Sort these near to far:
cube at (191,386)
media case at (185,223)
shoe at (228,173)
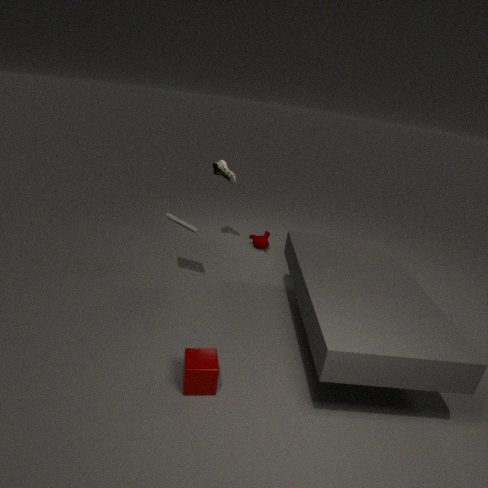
cube at (191,386), media case at (185,223), shoe at (228,173)
